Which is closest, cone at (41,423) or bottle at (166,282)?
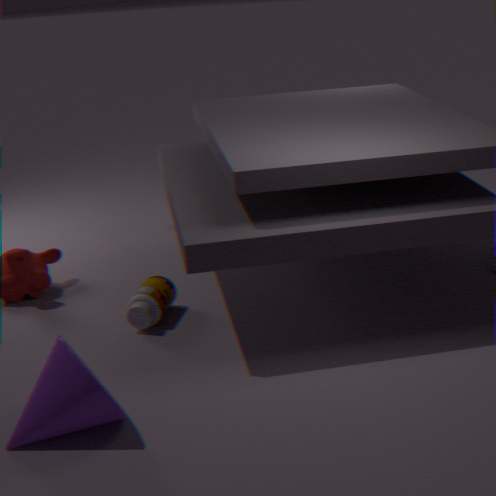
cone at (41,423)
